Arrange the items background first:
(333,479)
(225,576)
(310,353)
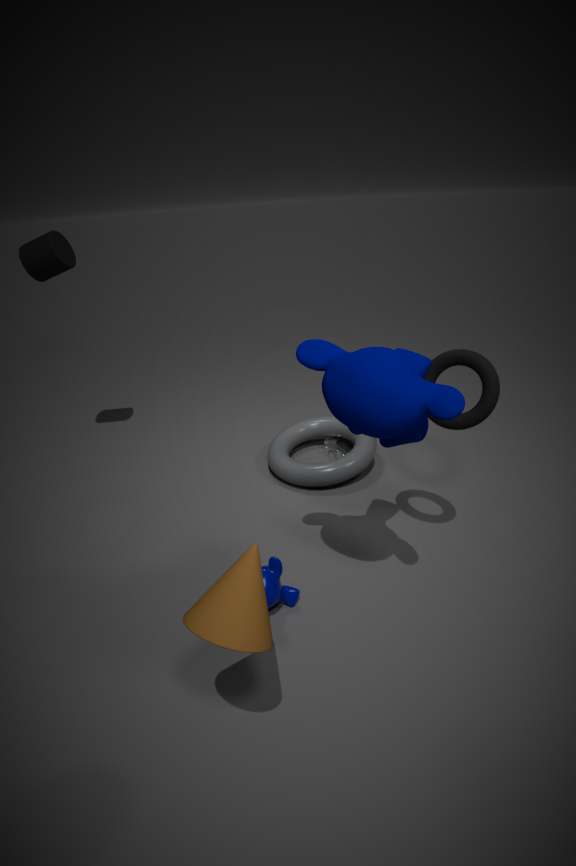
1. (333,479)
2. (310,353)
3. (225,576)
